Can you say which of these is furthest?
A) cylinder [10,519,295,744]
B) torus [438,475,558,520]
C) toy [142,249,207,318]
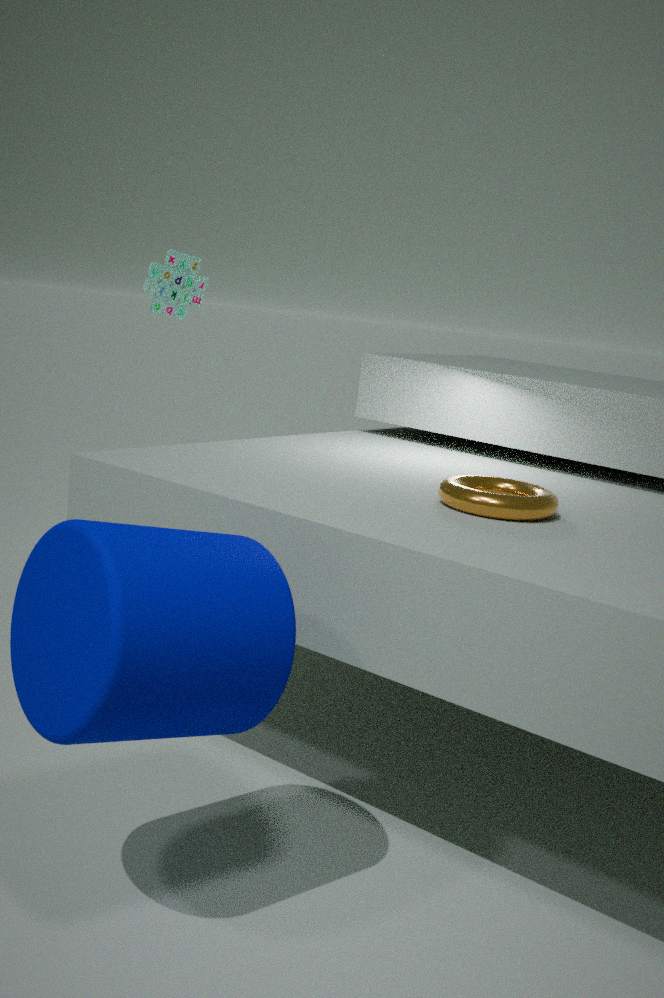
toy [142,249,207,318]
